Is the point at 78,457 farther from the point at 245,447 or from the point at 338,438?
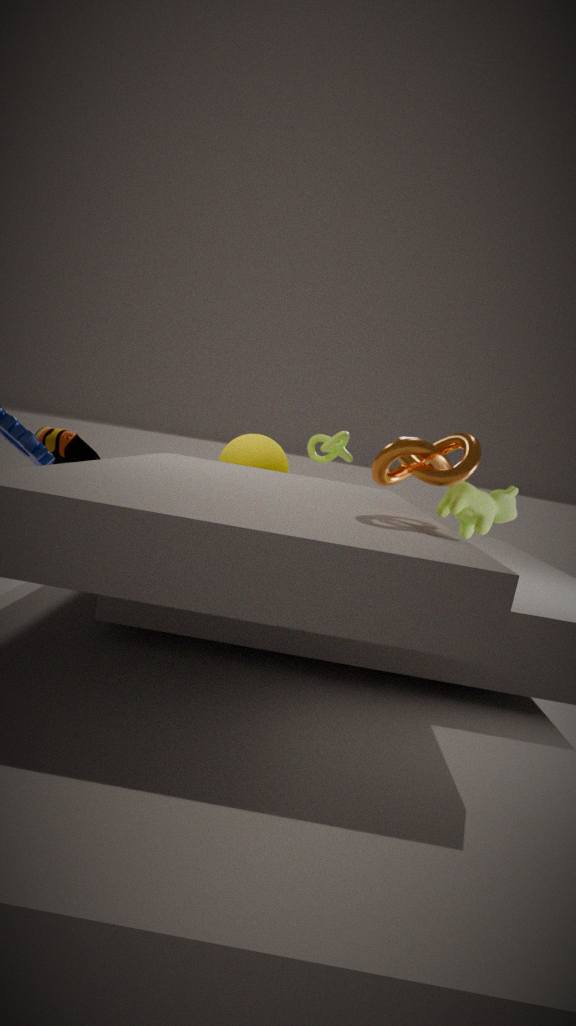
the point at 338,438
